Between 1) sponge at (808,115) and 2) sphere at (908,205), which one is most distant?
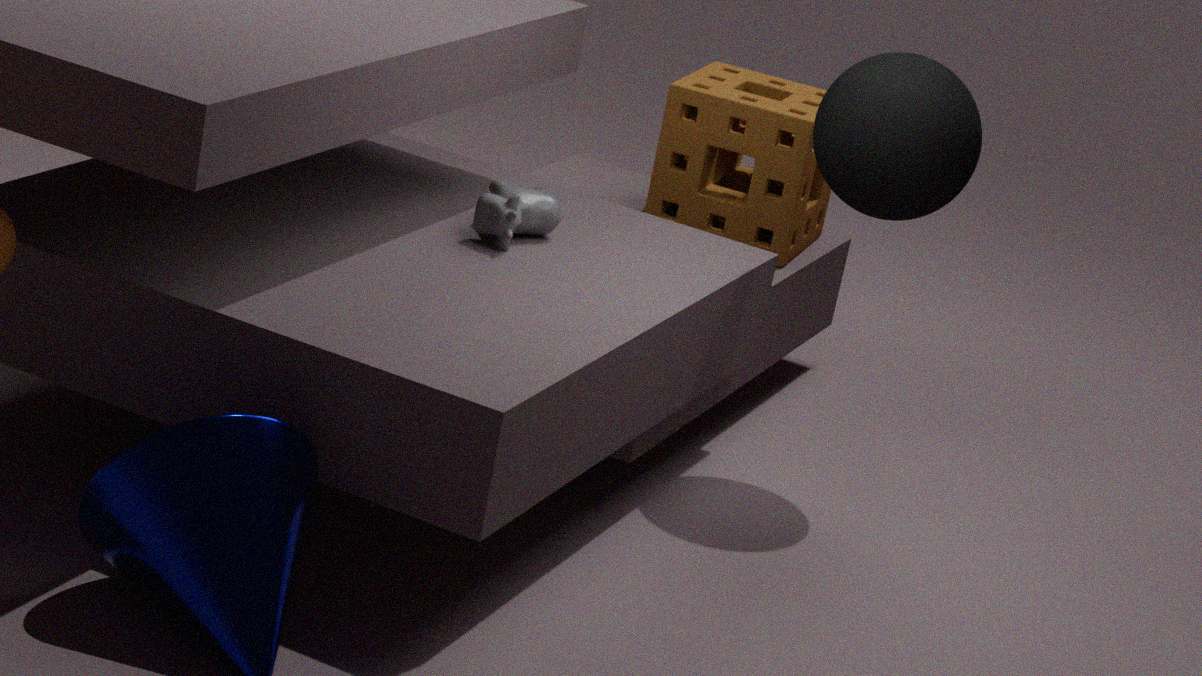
1. sponge at (808,115)
